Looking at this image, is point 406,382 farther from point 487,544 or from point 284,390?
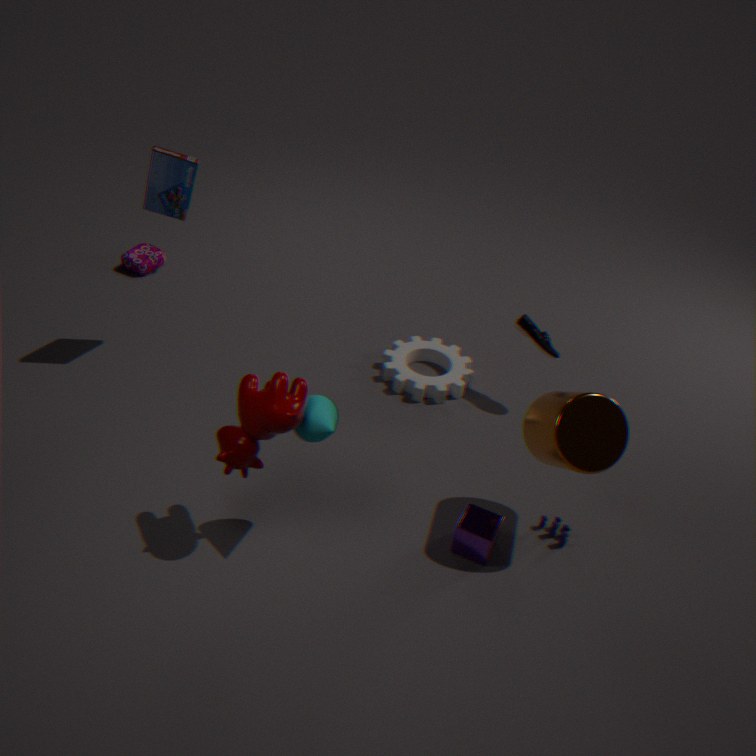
point 284,390
